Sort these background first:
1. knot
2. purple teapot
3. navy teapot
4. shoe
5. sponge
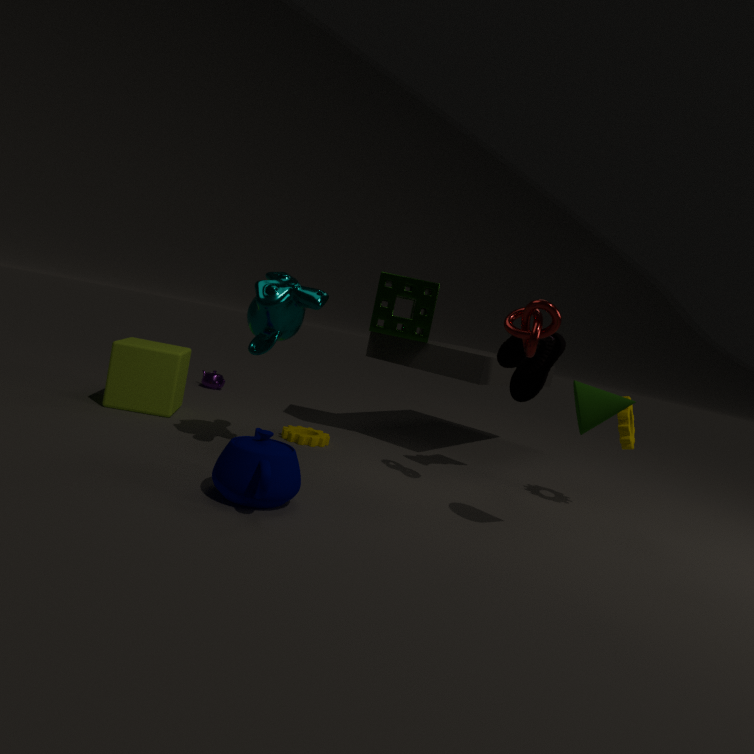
purple teapot
sponge
shoe
knot
navy teapot
